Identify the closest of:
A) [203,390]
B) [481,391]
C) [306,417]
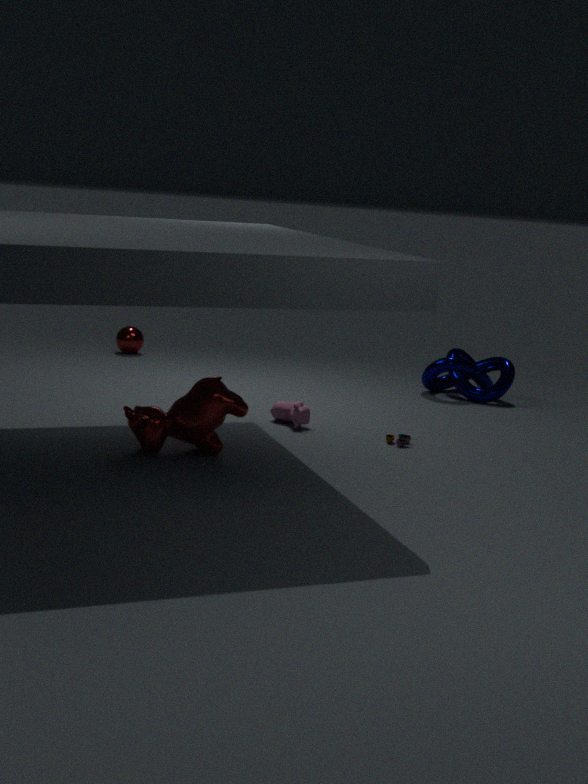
A. [203,390]
